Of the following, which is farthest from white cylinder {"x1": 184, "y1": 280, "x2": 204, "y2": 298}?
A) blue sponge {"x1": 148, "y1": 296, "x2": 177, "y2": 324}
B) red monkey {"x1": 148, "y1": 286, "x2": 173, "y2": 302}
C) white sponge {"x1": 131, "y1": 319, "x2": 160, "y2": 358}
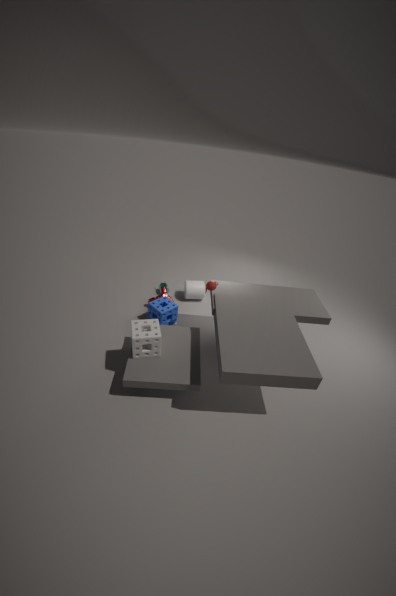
white sponge {"x1": 131, "y1": 319, "x2": 160, "y2": 358}
